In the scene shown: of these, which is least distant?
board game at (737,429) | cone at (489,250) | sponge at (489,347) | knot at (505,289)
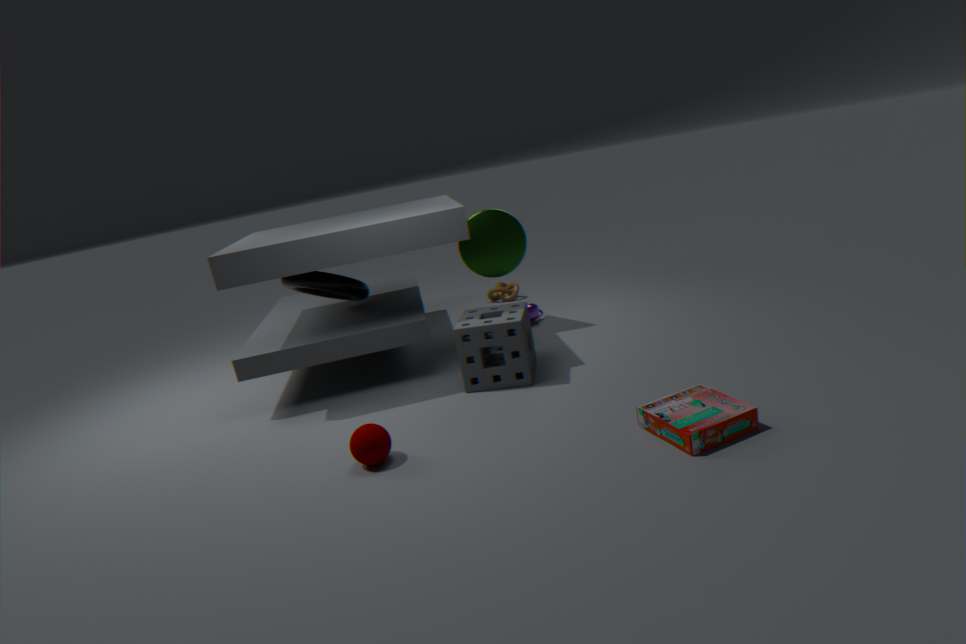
board game at (737,429)
